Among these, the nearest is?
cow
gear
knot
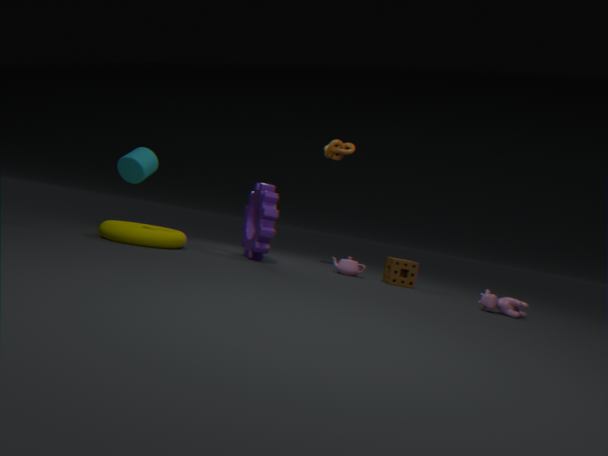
cow
